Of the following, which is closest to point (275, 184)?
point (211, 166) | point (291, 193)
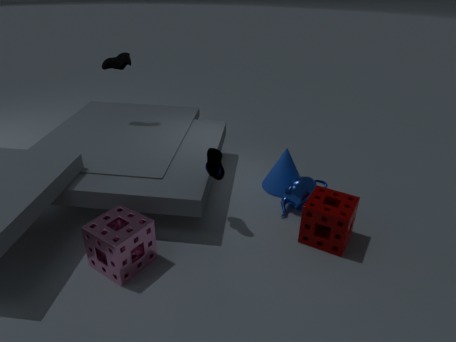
point (291, 193)
